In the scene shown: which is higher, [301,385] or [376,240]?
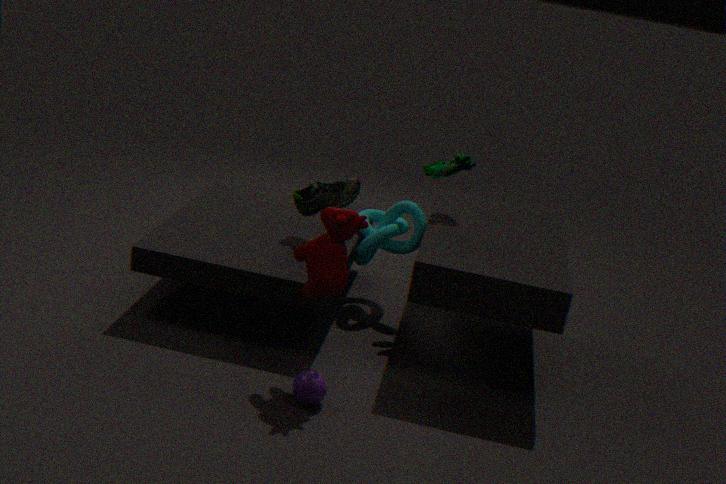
[376,240]
